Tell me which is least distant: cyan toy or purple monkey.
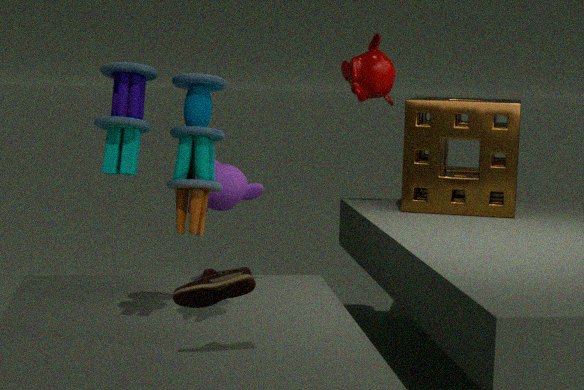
cyan toy
